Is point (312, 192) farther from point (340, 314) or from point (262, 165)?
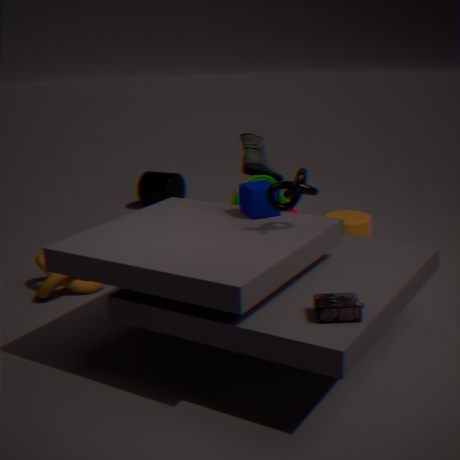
point (262, 165)
